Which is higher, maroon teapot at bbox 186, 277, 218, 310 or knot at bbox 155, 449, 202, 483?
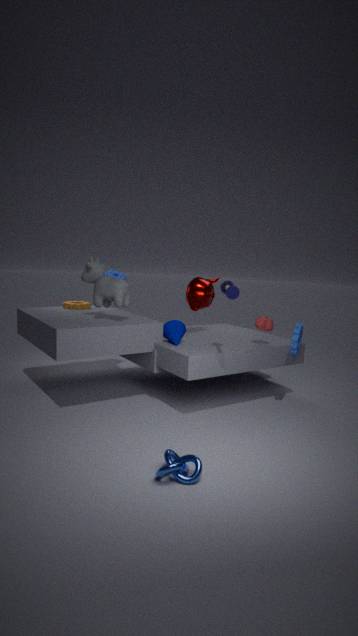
maroon teapot at bbox 186, 277, 218, 310
